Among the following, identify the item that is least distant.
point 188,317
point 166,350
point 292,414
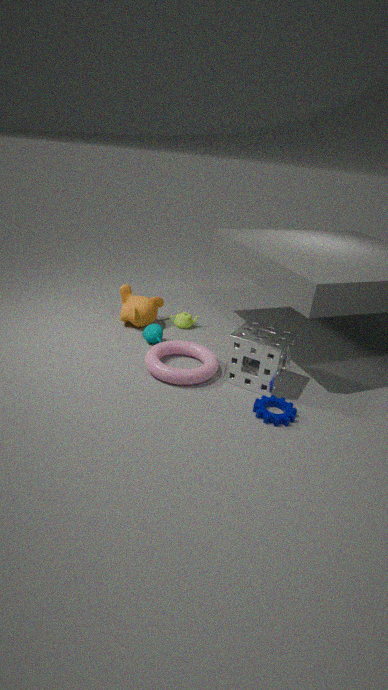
point 292,414
